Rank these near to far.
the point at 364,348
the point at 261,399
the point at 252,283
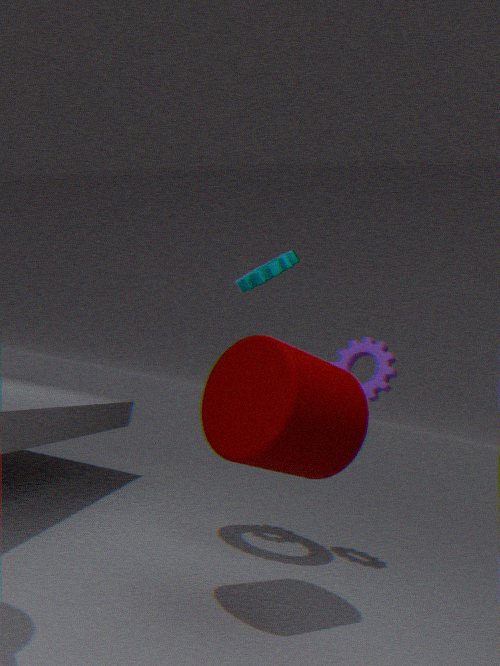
the point at 261,399 → the point at 252,283 → the point at 364,348
